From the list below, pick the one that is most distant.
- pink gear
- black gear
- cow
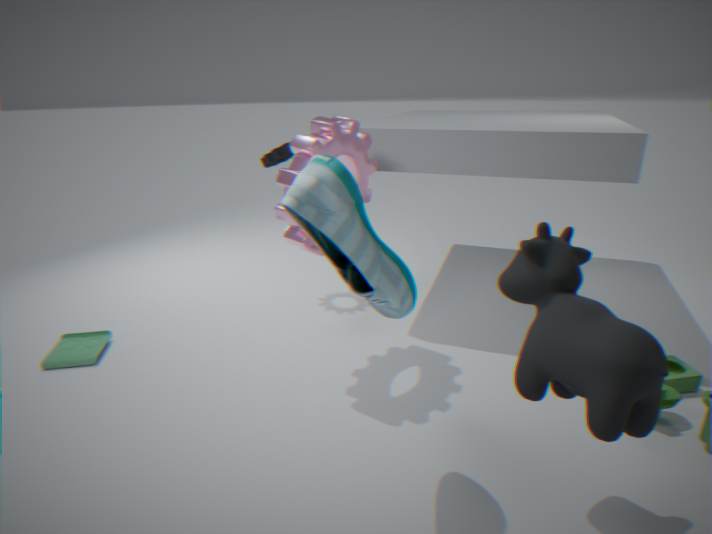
black gear
